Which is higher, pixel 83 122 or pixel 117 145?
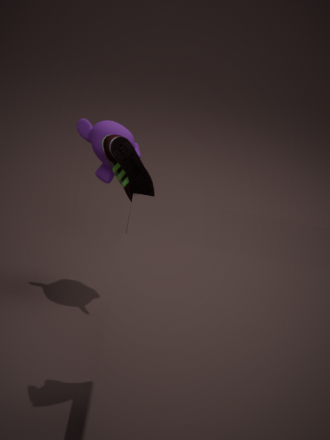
pixel 117 145
